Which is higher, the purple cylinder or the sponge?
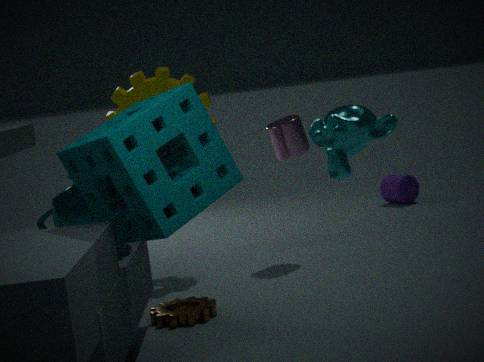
the sponge
